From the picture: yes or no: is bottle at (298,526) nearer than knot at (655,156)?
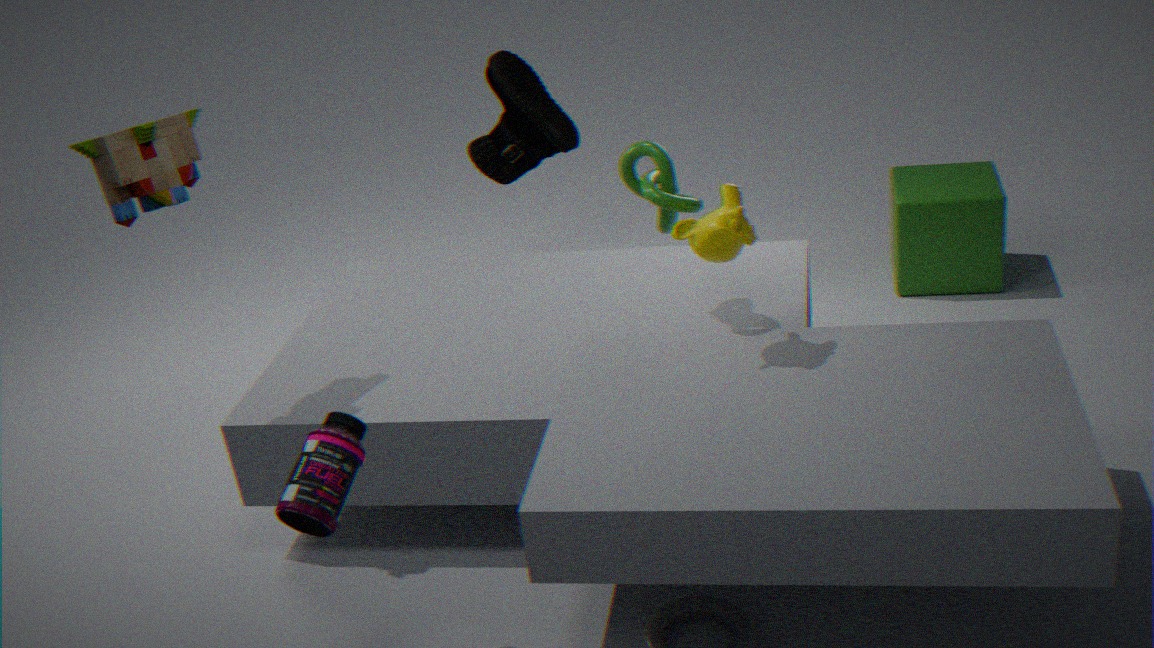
Yes
